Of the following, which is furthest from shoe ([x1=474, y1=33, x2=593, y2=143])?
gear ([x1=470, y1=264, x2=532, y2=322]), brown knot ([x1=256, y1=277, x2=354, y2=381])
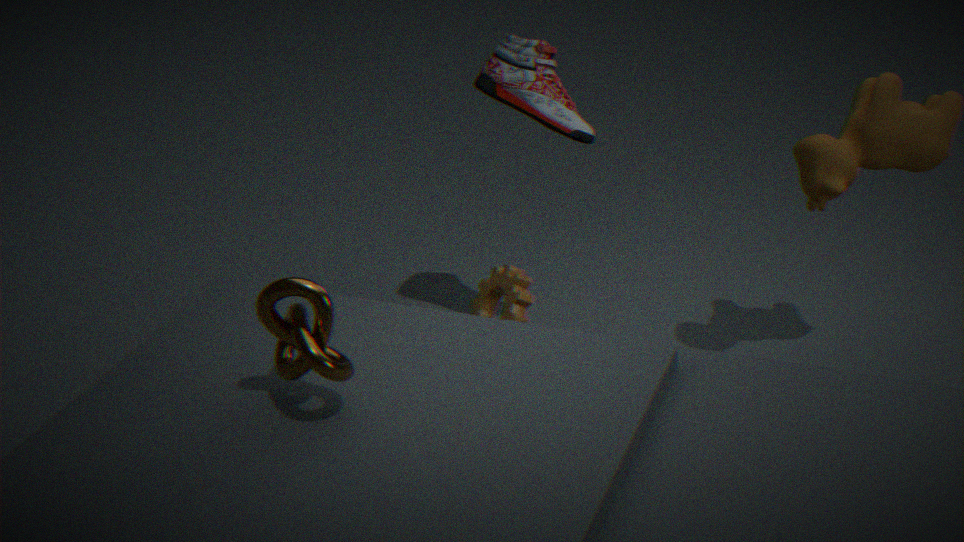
brown knot ([x1=256, y1=277, x2=354, y2=381])
